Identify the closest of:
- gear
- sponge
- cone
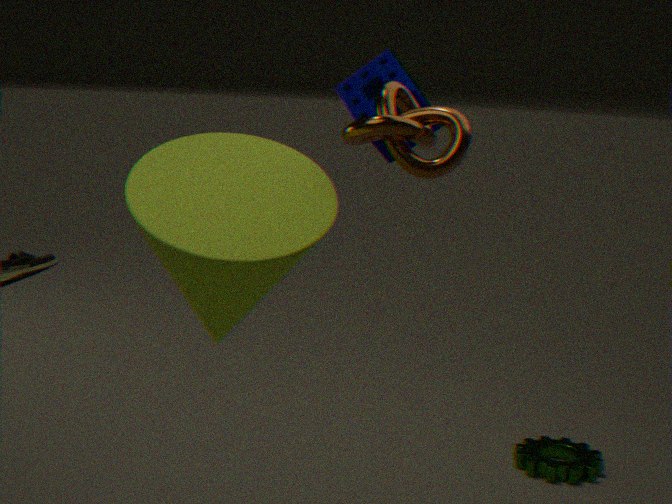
cone
